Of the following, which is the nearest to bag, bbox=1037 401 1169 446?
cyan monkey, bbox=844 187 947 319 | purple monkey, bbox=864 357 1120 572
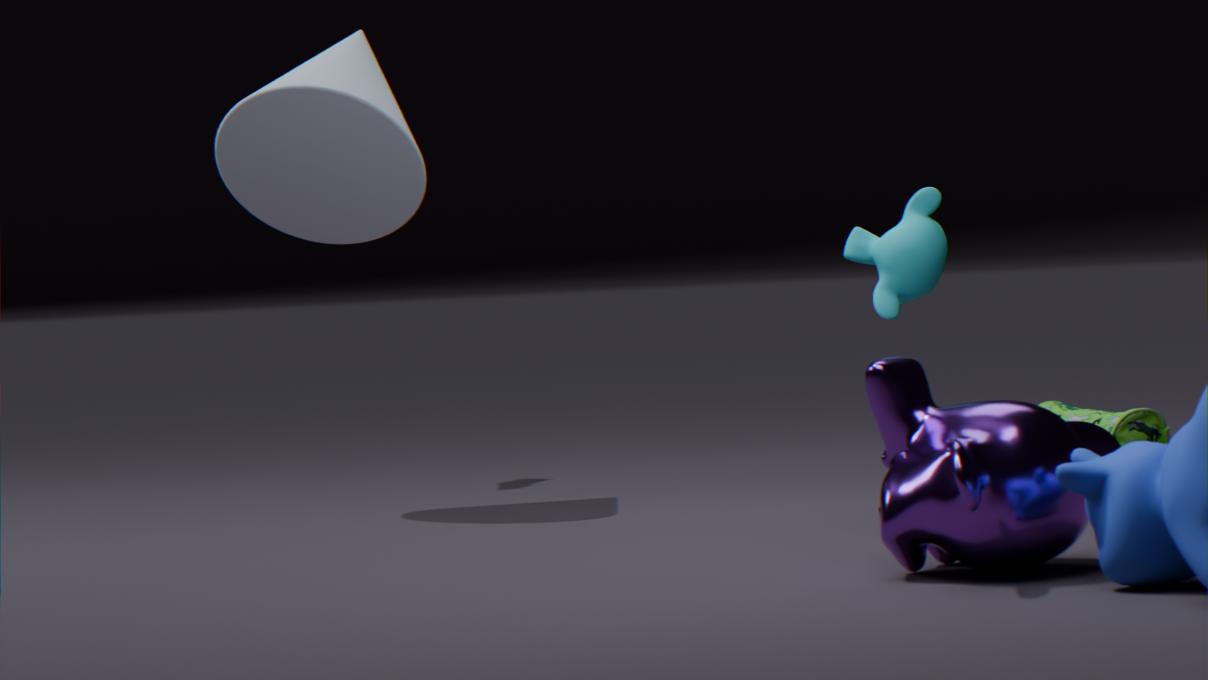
cyan monkey, bbox=844 187 947 319
